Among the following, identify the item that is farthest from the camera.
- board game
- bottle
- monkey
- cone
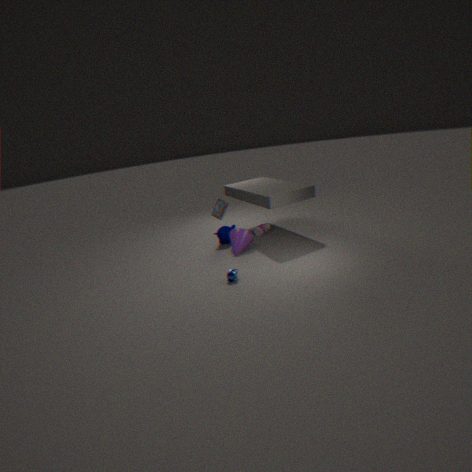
bottle
